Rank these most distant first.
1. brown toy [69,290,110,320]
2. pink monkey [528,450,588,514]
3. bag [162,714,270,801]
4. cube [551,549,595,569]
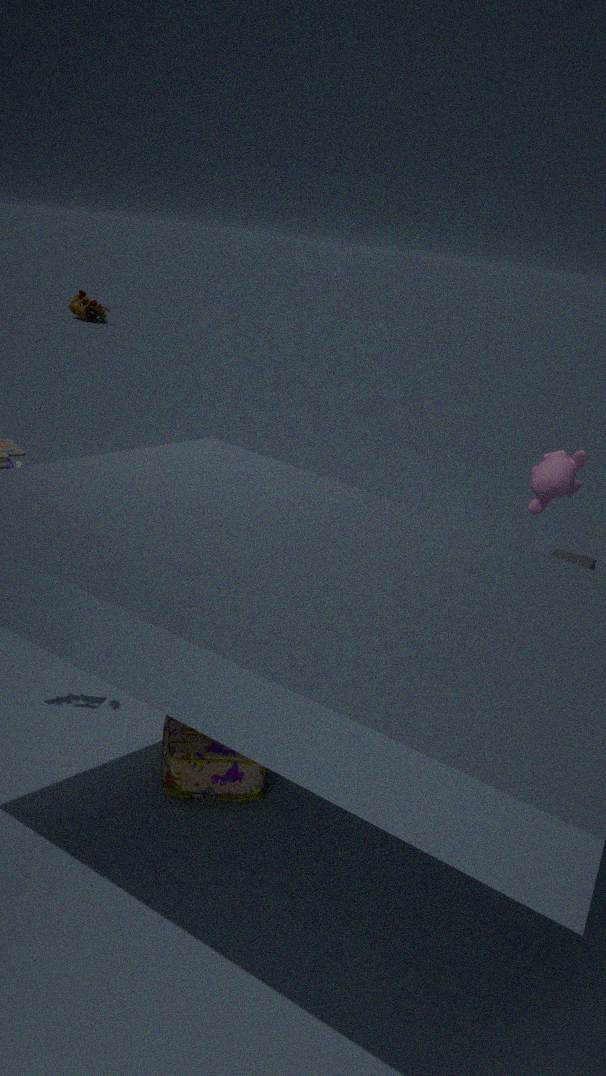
brown toy [69,290,110,320]
cube [551,549,595,569]
pink monkey [528,450,588,514]
bag [162,714,270,801]
